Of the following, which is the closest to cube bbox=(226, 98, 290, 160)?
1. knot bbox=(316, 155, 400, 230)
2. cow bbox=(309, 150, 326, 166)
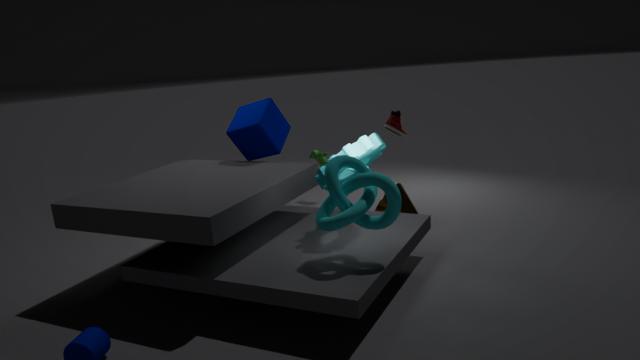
cow bbox=(309, 150, 326, 166)
